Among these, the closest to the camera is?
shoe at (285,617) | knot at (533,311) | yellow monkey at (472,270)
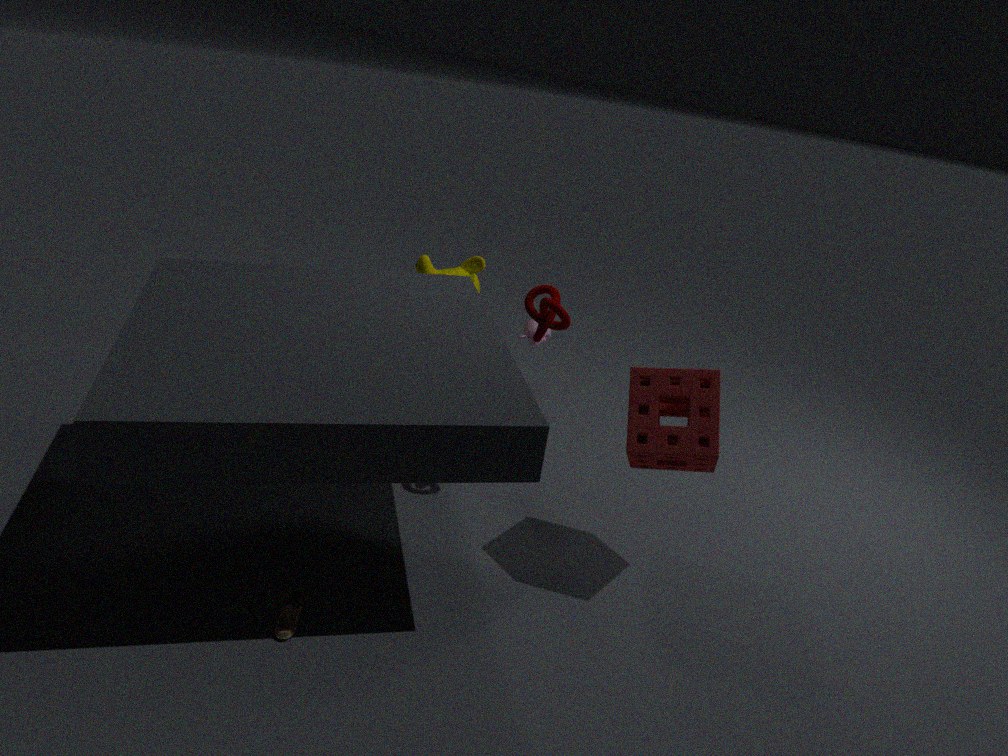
shoe at (285,617)
